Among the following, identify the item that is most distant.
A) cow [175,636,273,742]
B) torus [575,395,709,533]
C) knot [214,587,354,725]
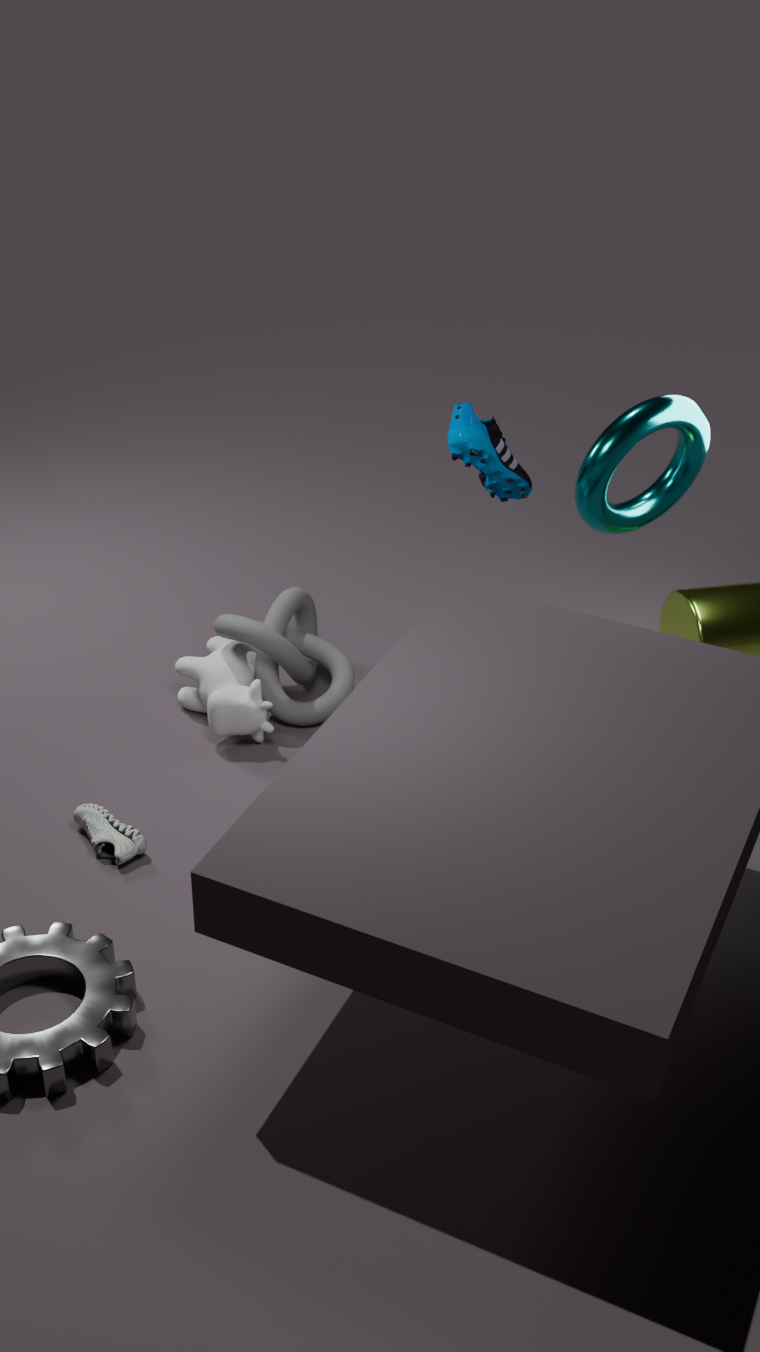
knot [214,587,354,725]
